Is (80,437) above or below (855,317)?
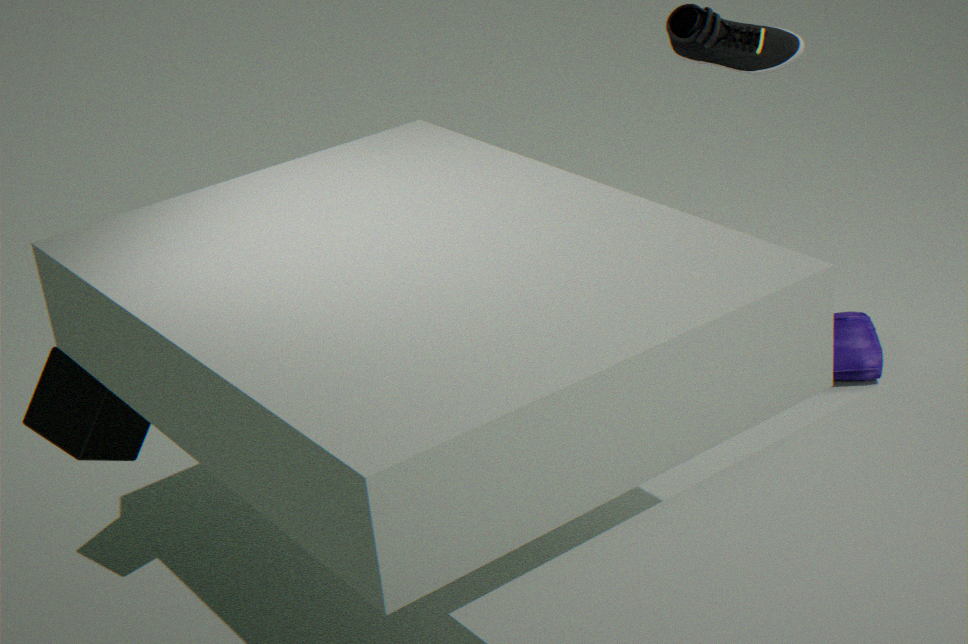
above
